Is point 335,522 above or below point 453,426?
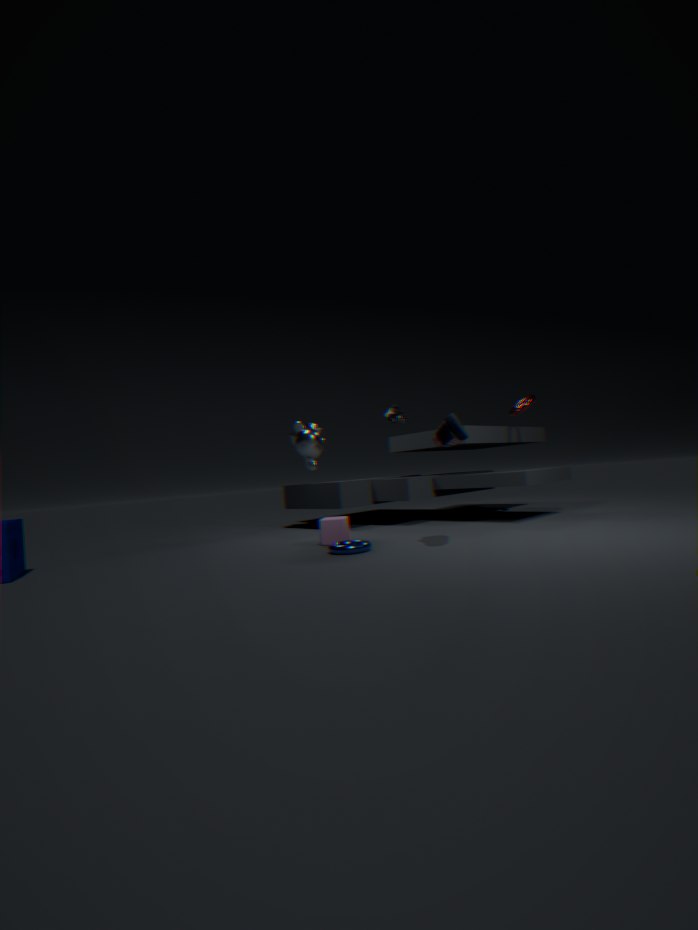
below
